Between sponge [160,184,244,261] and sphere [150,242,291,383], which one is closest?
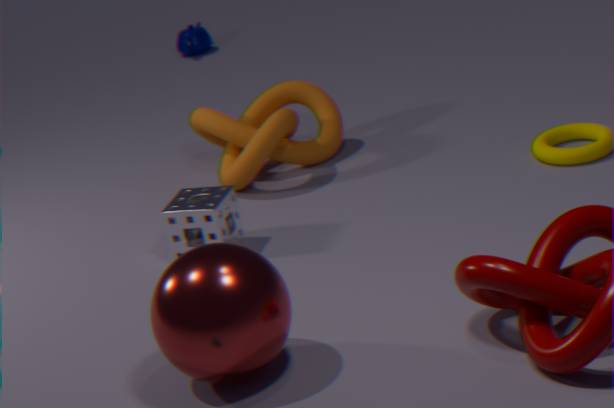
sphere [150,242,291,383]
